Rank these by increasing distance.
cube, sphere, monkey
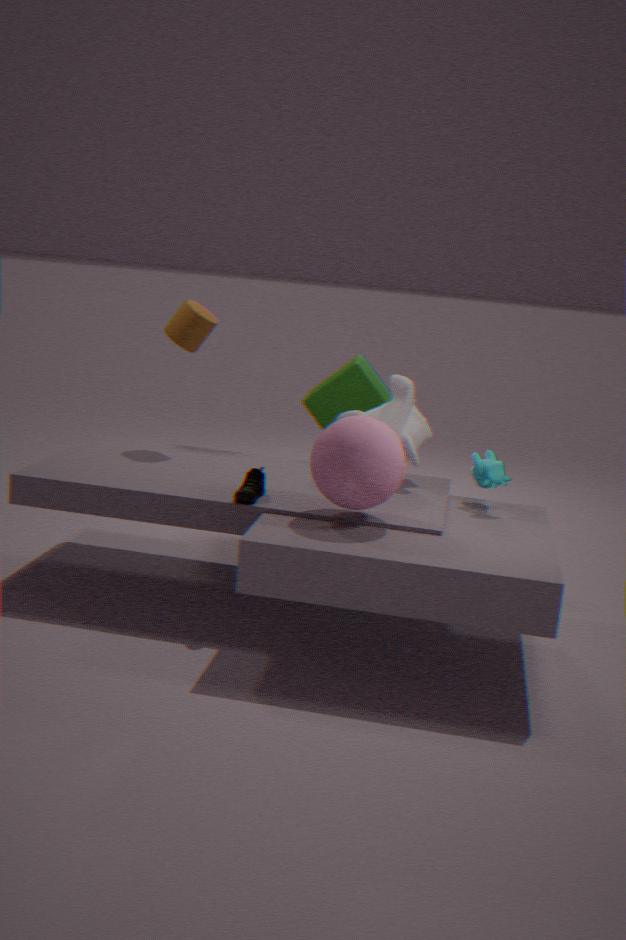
sphere → monkey → cube
